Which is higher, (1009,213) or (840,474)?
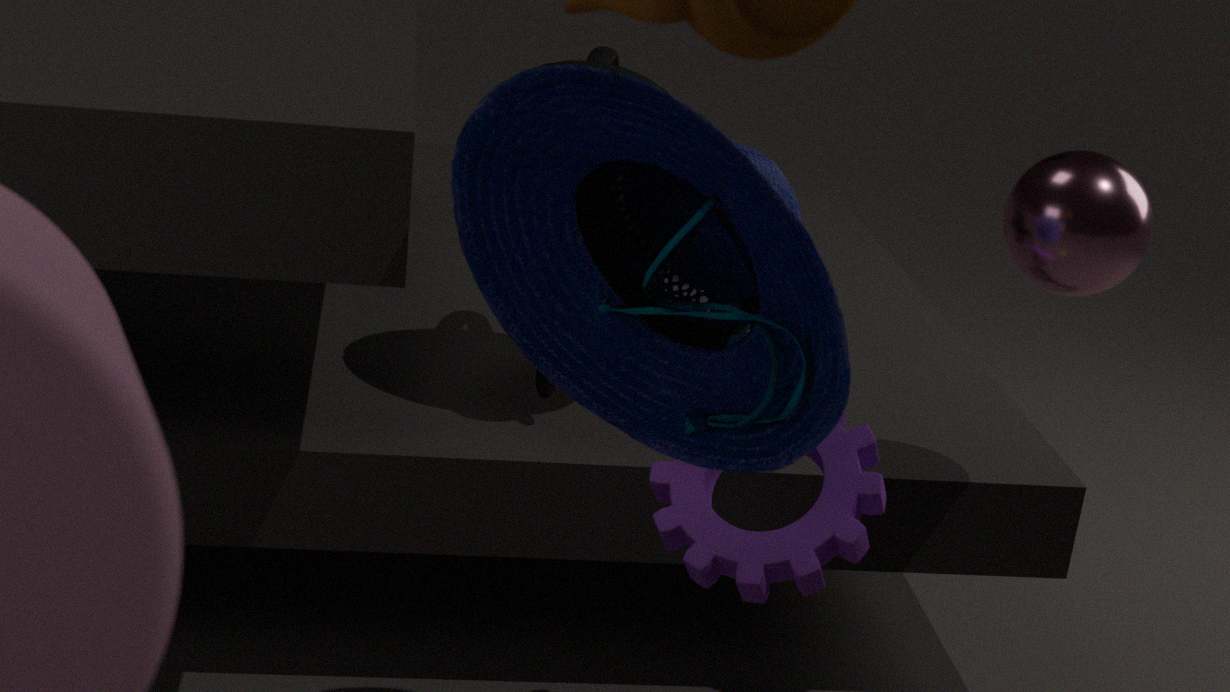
(1009,213)
